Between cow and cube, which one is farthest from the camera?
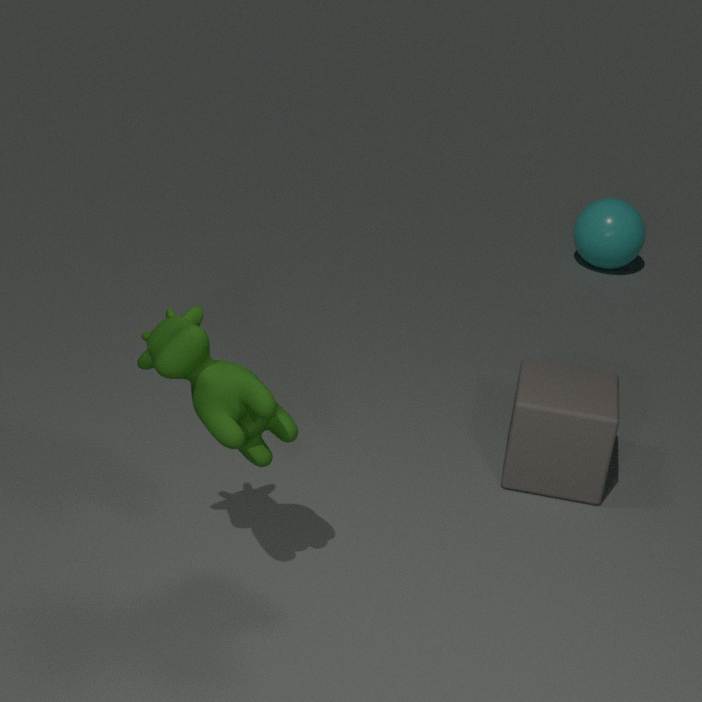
cube
